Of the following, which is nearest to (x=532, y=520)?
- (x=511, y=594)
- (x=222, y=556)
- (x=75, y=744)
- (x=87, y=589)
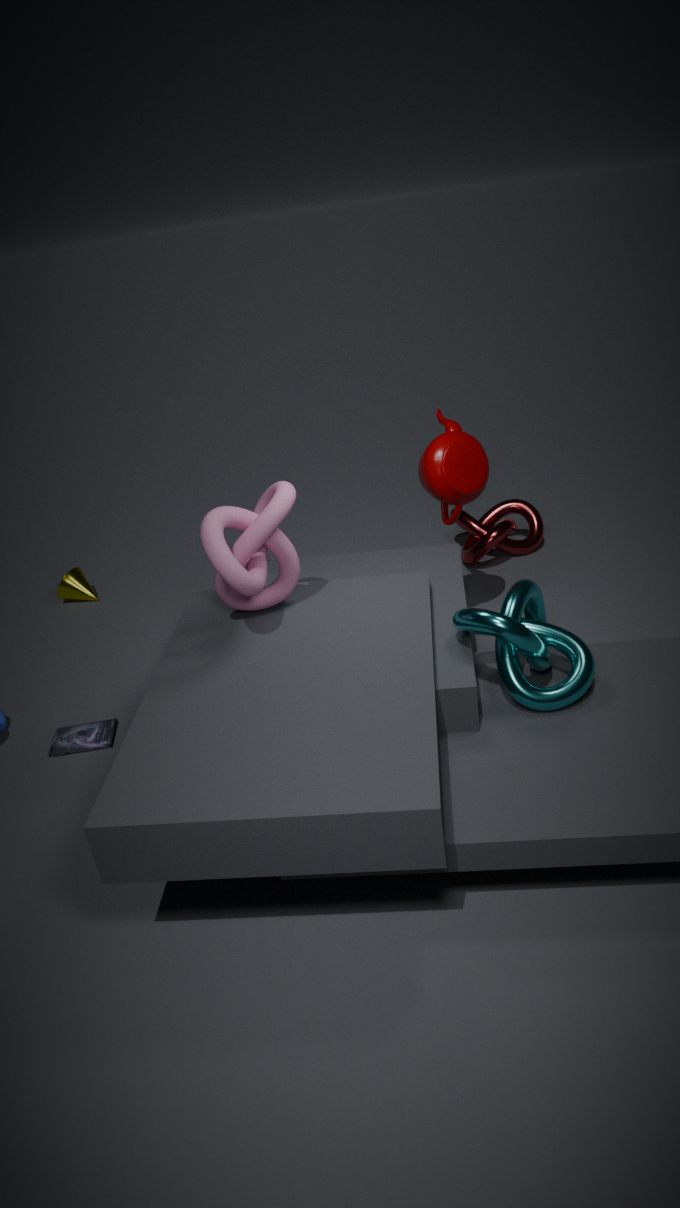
(x=511, y=594)
